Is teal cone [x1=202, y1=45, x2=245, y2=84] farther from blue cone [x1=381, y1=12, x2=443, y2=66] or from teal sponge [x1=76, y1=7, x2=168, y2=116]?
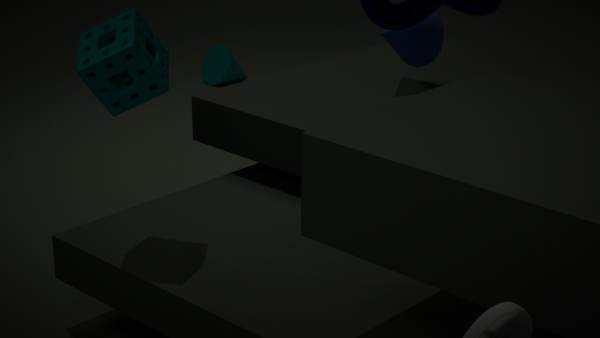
teal sponge [x1=76, y1=7, x2=168, y2=116]
